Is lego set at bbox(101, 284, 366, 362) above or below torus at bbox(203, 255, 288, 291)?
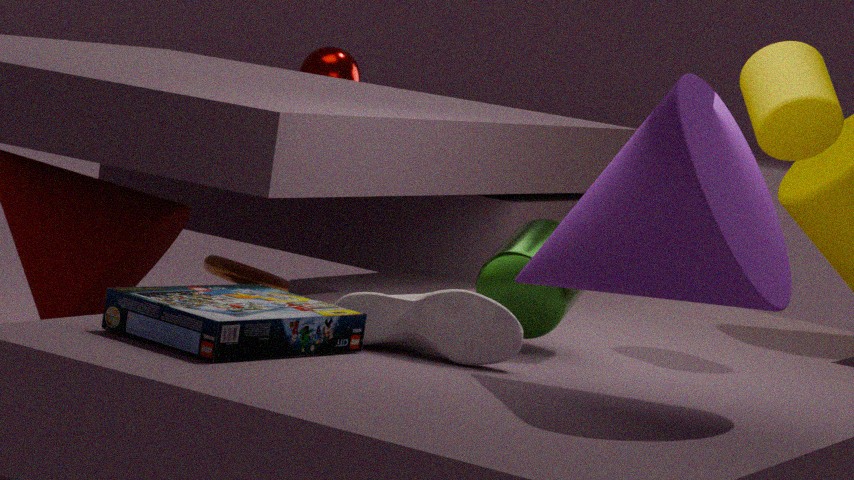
above
